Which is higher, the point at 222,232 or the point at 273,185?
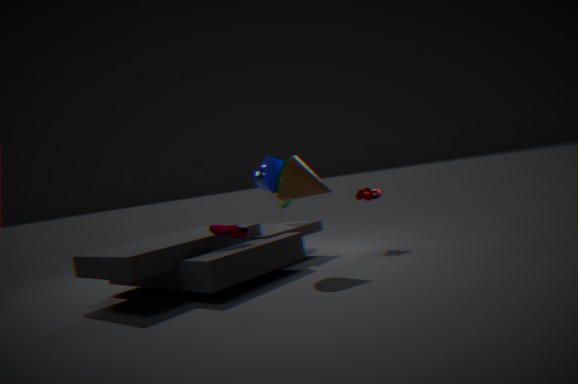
the point at 273,185
